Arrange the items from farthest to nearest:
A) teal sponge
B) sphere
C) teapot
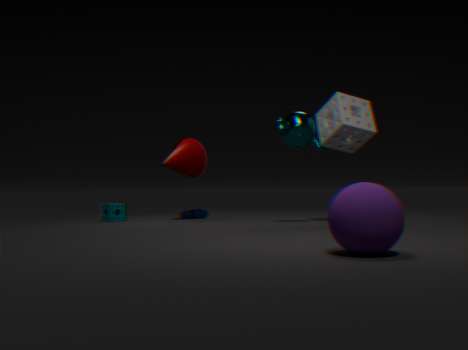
teal sponge, teapot, sphere
